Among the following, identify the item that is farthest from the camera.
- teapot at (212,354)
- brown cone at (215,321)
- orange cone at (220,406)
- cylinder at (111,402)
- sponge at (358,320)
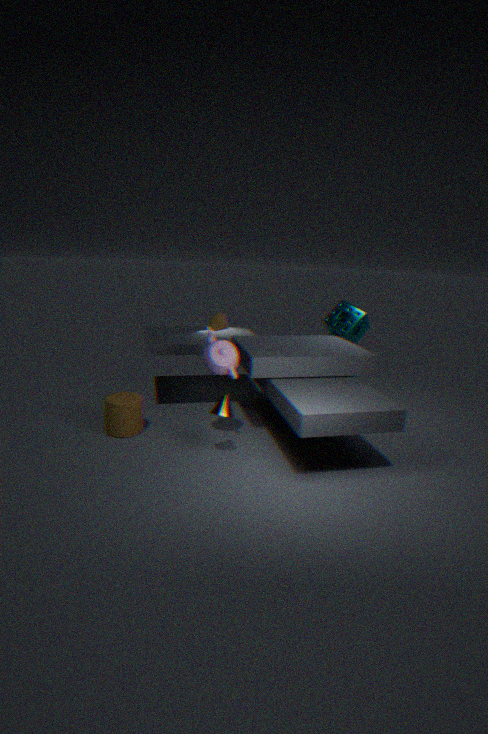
sponge at (358,320)
